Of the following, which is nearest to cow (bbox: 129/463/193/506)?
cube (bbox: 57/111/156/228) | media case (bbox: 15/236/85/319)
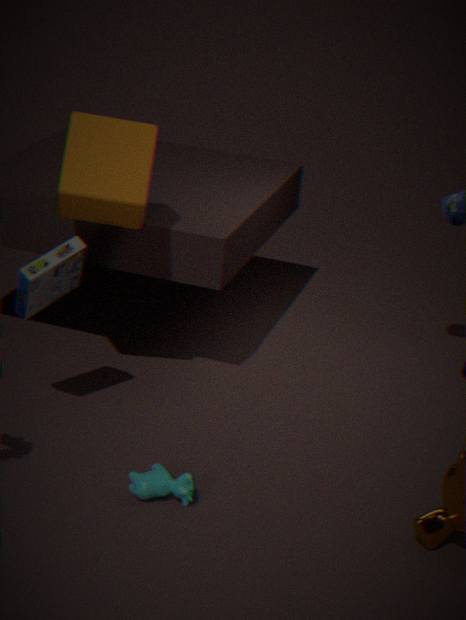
media case (bbox: 15/236/85/319)
